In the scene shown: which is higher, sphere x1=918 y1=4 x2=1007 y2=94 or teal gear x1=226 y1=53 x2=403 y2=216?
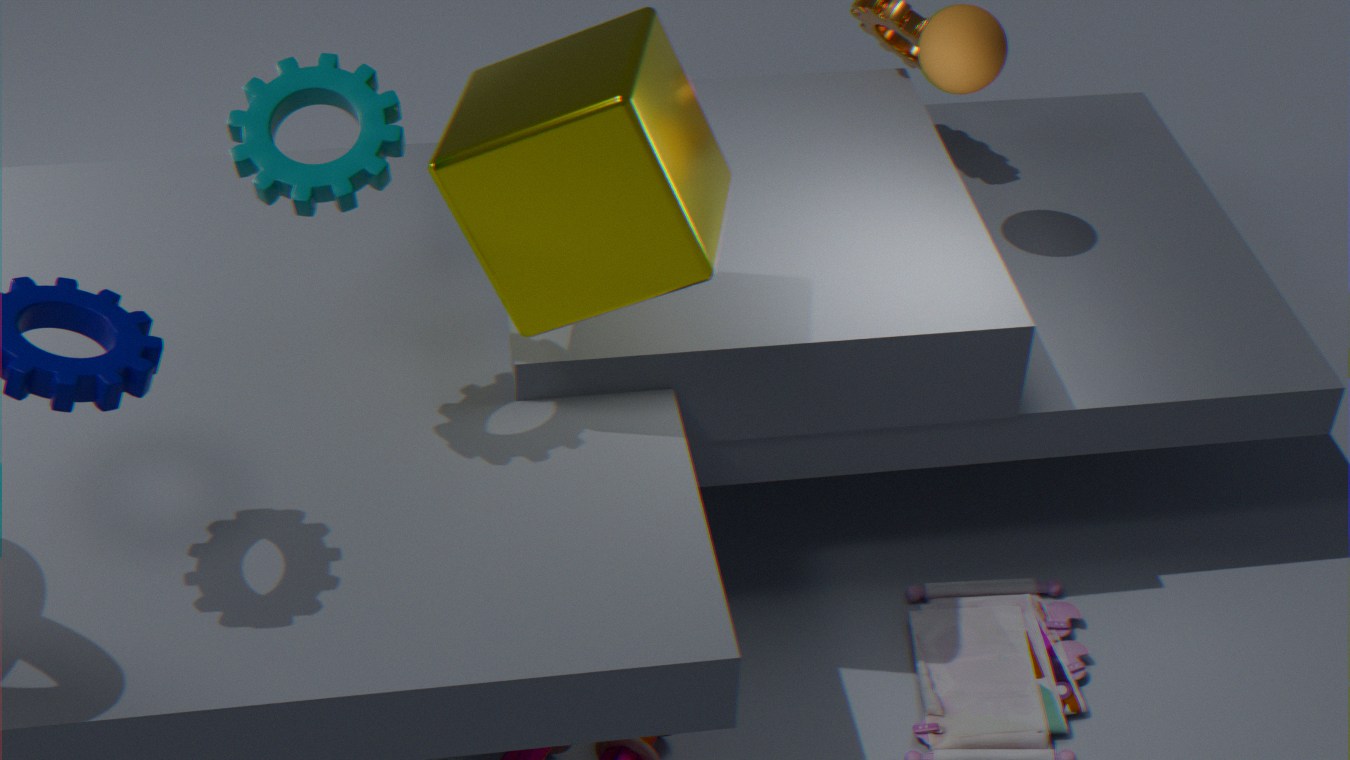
teal gear x1=226 y1=53 x2=403 y2=216
